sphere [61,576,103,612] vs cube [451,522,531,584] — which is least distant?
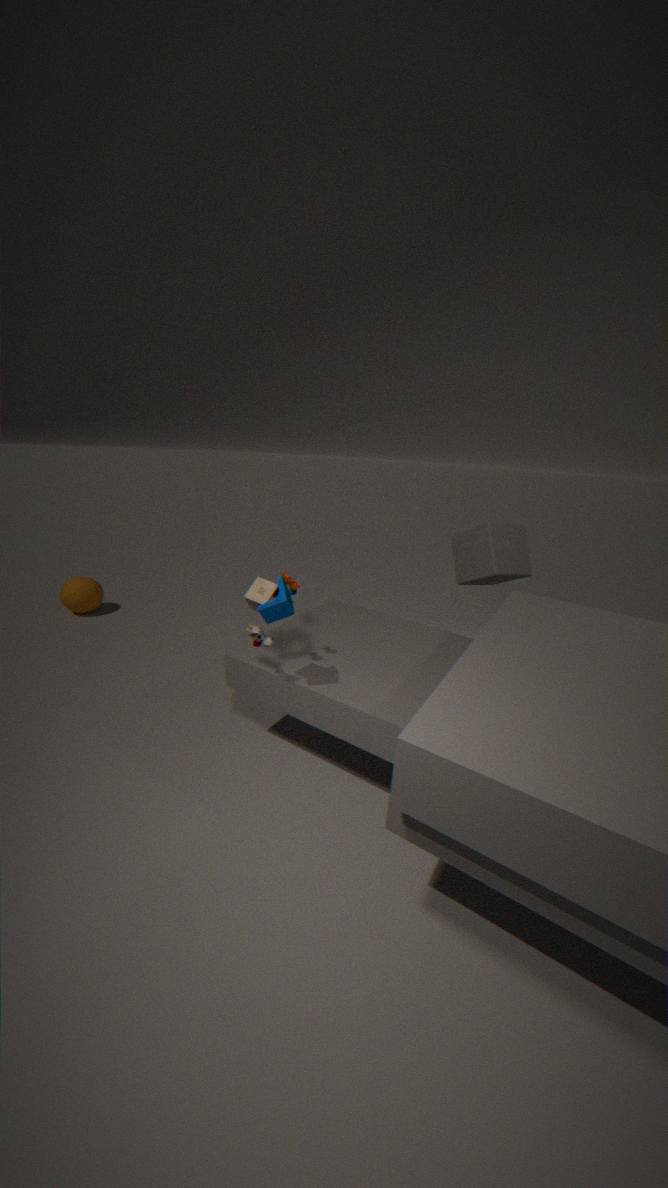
cube [451,522,531,584]
